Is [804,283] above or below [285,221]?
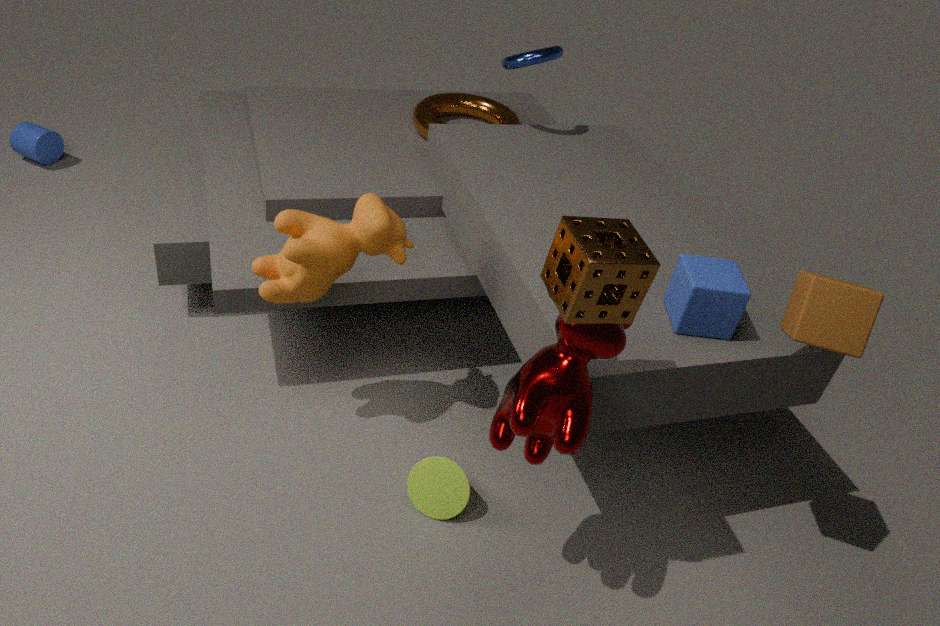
above
